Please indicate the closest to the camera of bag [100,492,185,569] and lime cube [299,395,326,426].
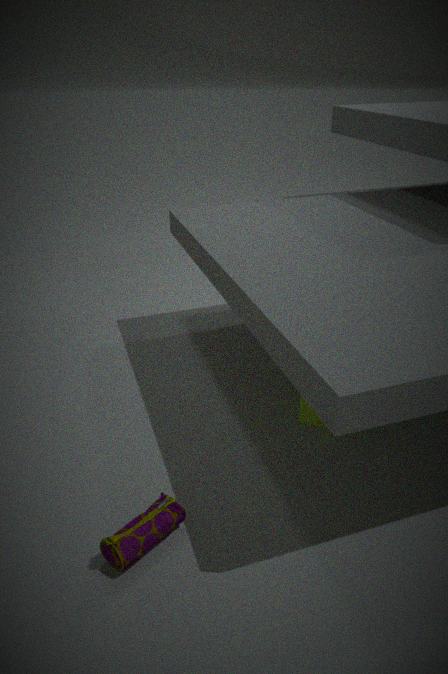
bag [100,492,185,569]
